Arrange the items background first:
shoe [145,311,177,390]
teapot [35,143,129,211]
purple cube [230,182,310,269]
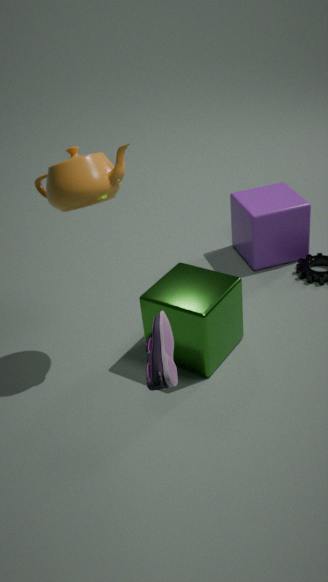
purple cube [230,182,310,269]
teapot [35,143,129,211]
shoe [145,311,177,390]
